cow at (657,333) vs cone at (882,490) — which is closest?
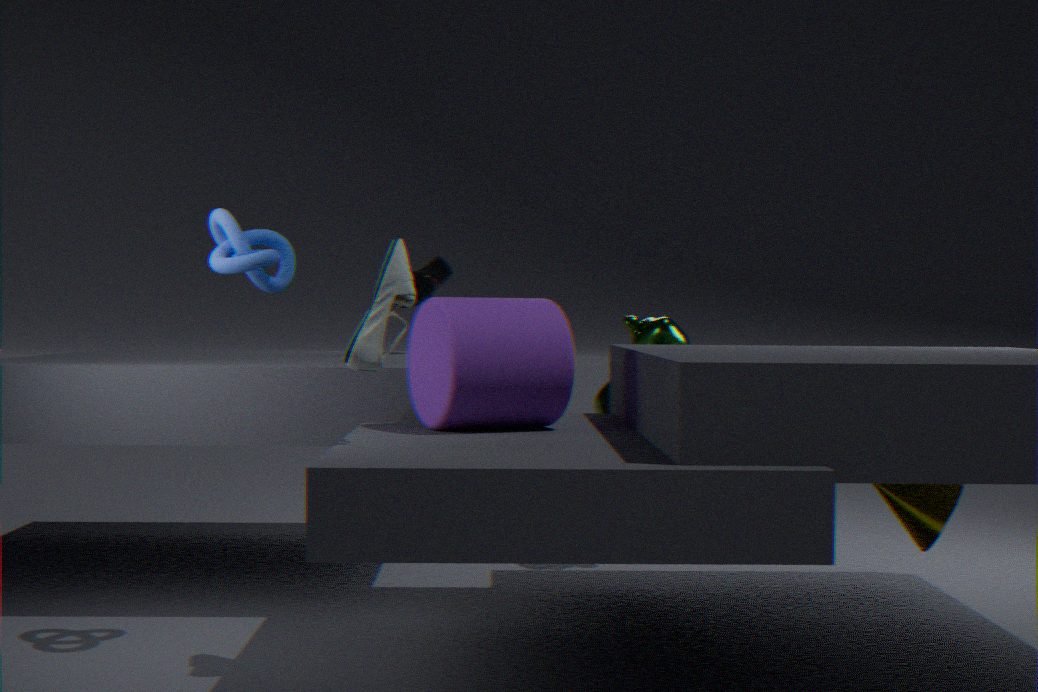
cone at (882,490)
